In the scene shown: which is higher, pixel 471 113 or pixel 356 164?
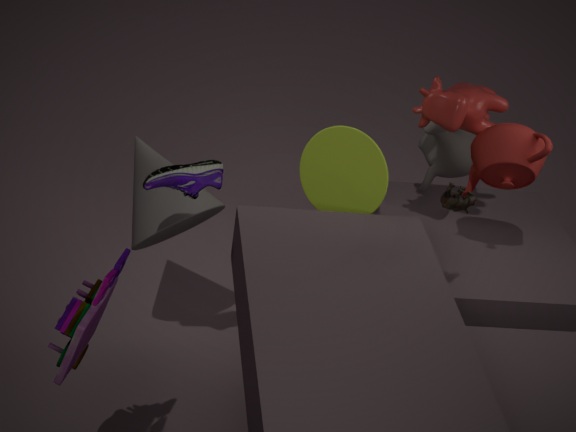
pixel 471 113
